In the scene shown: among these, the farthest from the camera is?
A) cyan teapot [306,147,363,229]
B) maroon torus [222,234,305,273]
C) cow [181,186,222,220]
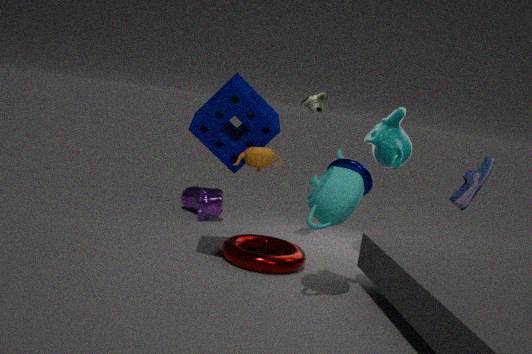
cow [181,186,222,220]
